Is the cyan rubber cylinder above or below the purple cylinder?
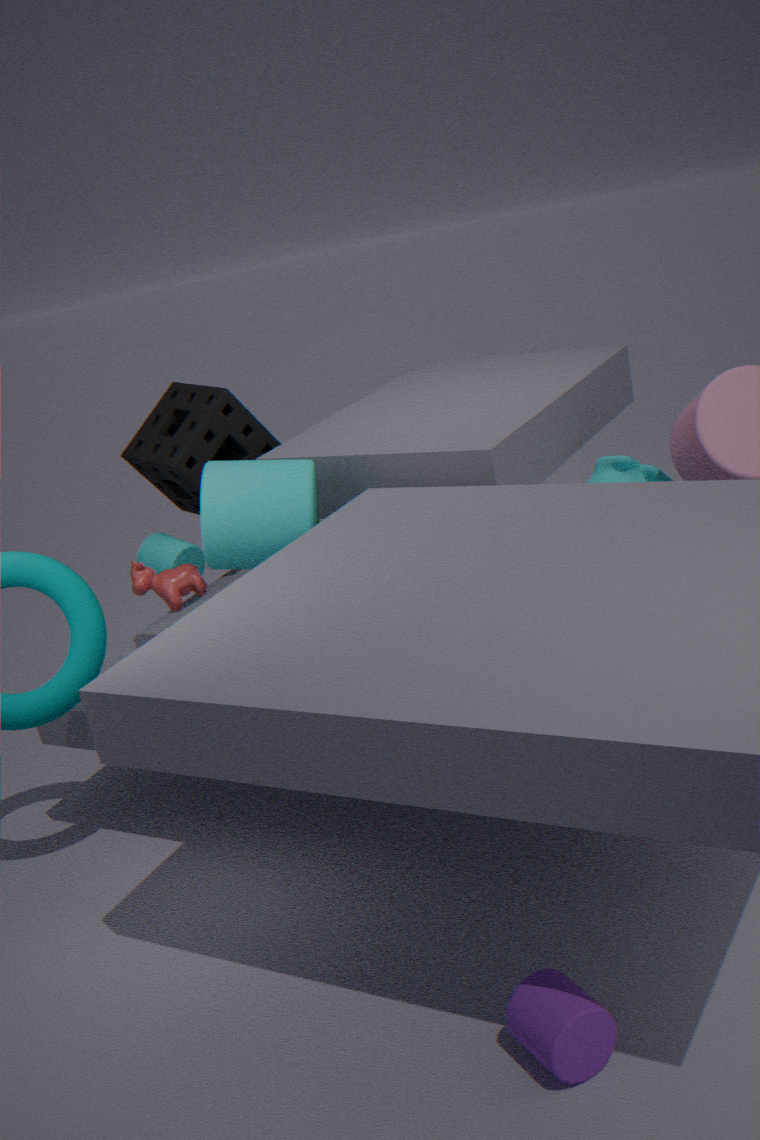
above
